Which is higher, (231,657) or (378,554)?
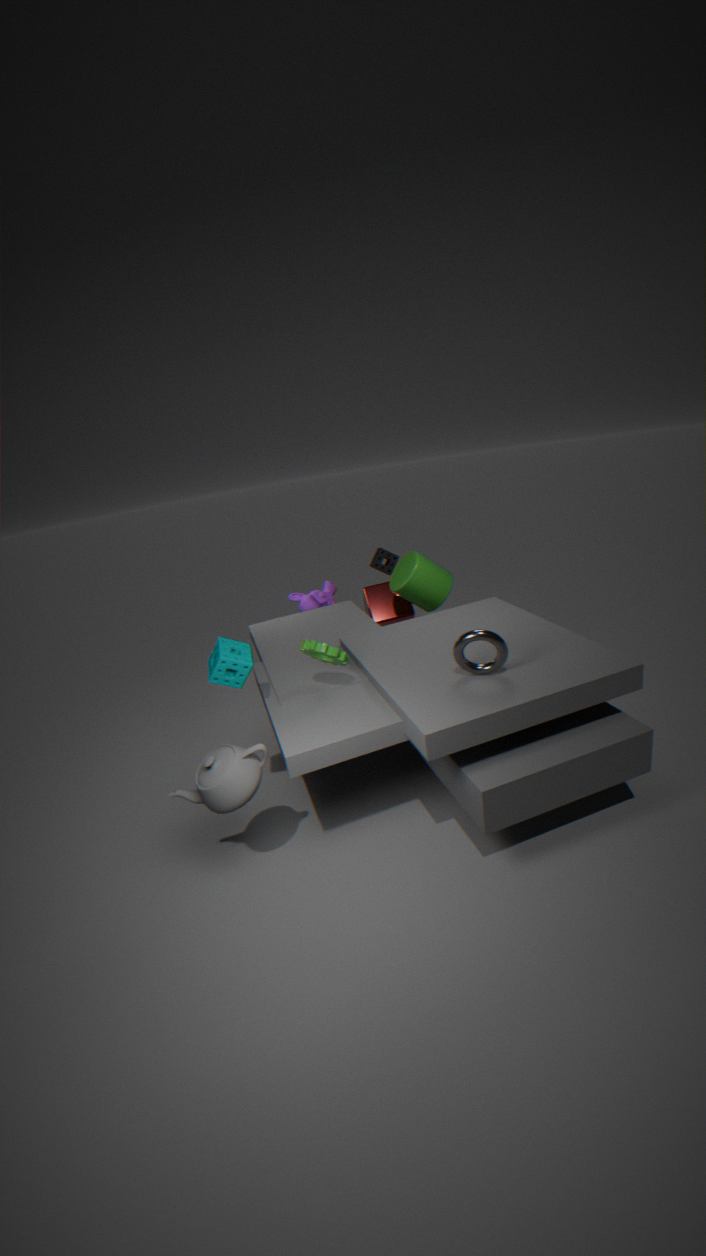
(231,657)
